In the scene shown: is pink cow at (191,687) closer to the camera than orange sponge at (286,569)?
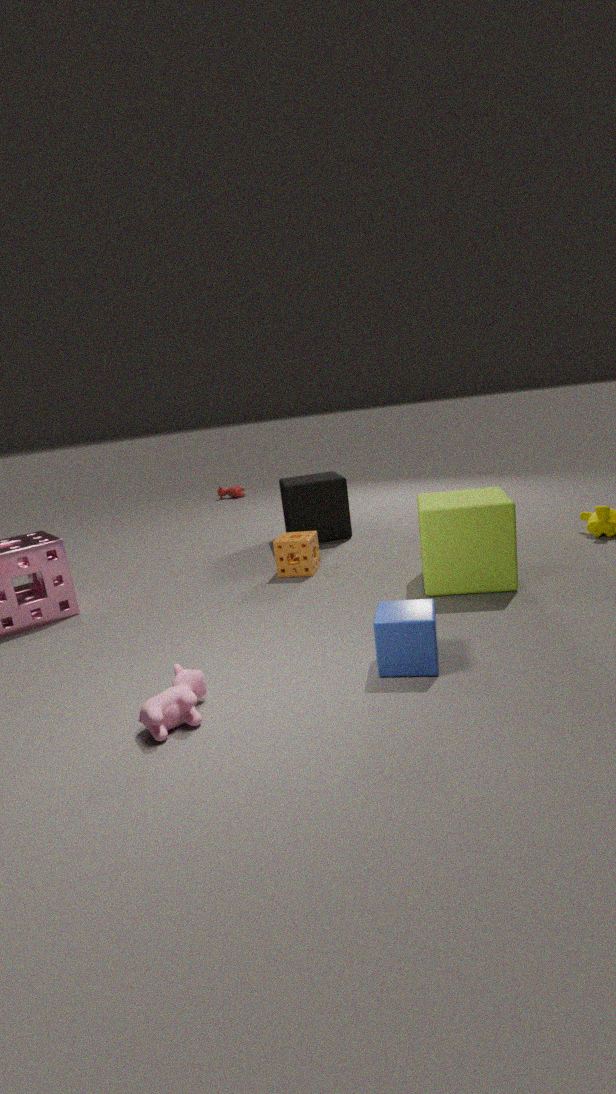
Yes
